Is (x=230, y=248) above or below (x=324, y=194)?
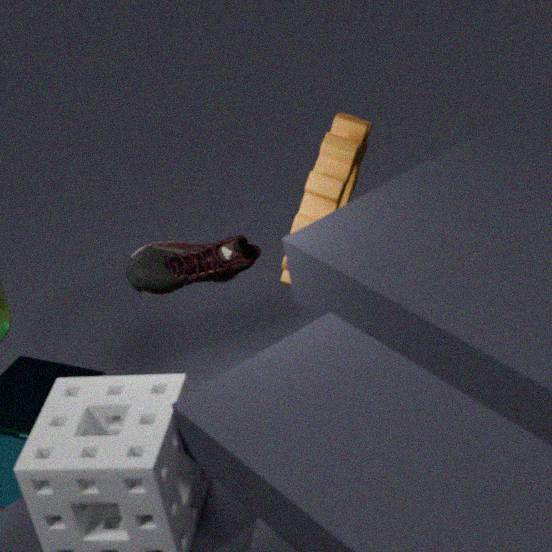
below
